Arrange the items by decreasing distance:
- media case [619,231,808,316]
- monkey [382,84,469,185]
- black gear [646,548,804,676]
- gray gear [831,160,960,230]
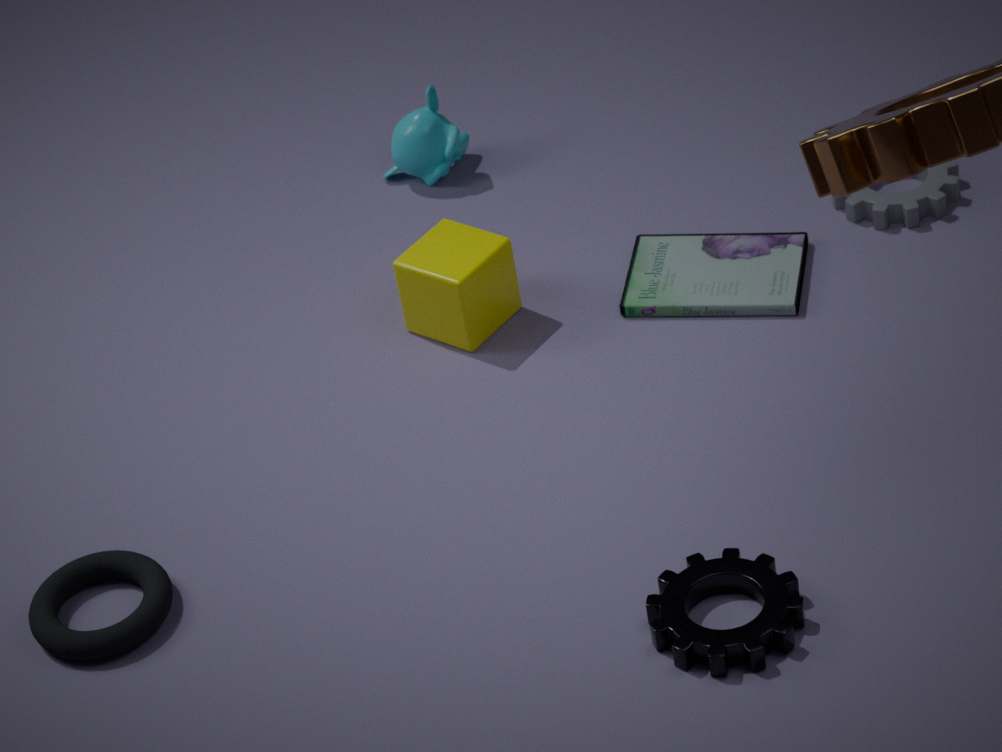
monkey [382,84,469,185], gray gear [831,160,960,230], media case [619,231,808,316], black gear [646,548,804,676]
